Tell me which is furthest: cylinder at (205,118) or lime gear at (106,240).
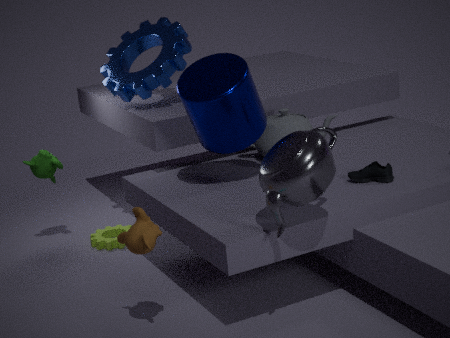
lime gear at (106,240)
